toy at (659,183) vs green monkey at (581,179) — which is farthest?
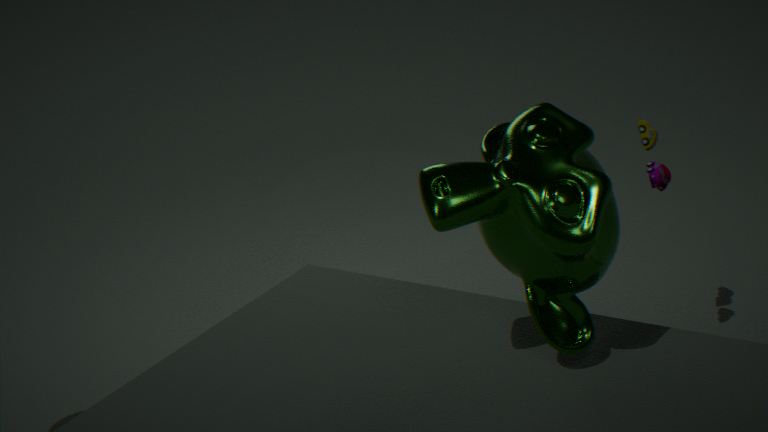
toy at (659,183)
